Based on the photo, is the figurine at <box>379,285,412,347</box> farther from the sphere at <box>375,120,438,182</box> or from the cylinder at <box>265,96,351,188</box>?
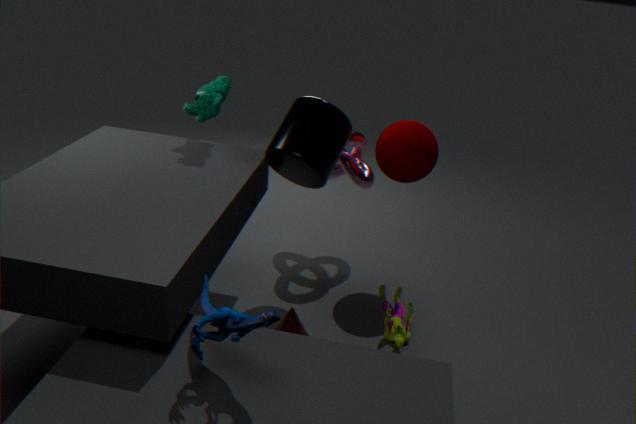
the cylinder at <box>265,96,351,188</box>
